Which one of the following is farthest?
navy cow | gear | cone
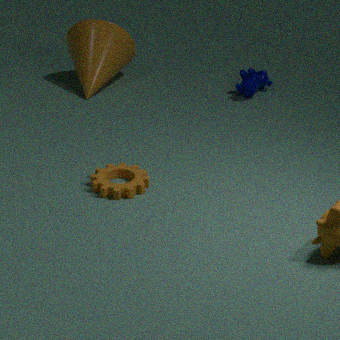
cone
